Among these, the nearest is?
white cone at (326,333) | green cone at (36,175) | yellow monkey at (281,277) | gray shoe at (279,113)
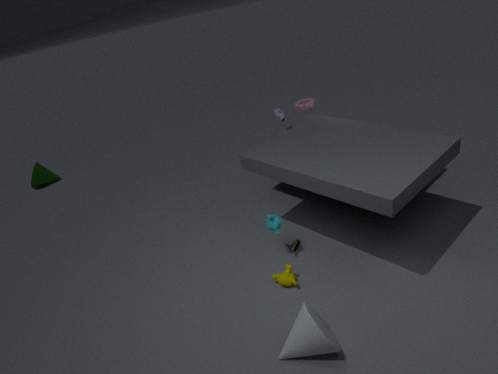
white cone at (326,333)
